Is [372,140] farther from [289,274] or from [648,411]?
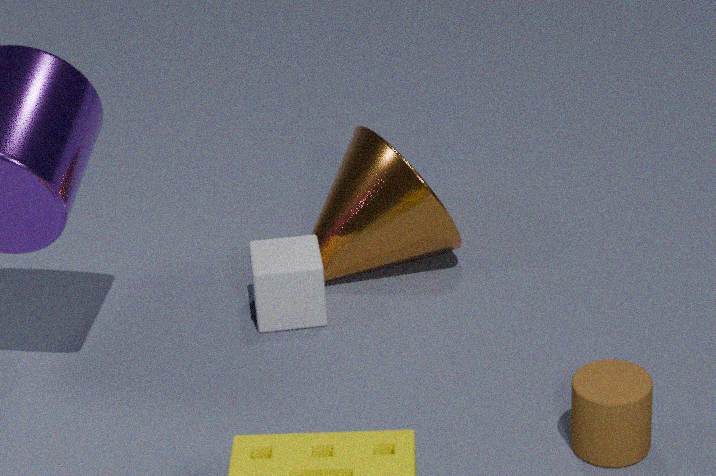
[648,411]
